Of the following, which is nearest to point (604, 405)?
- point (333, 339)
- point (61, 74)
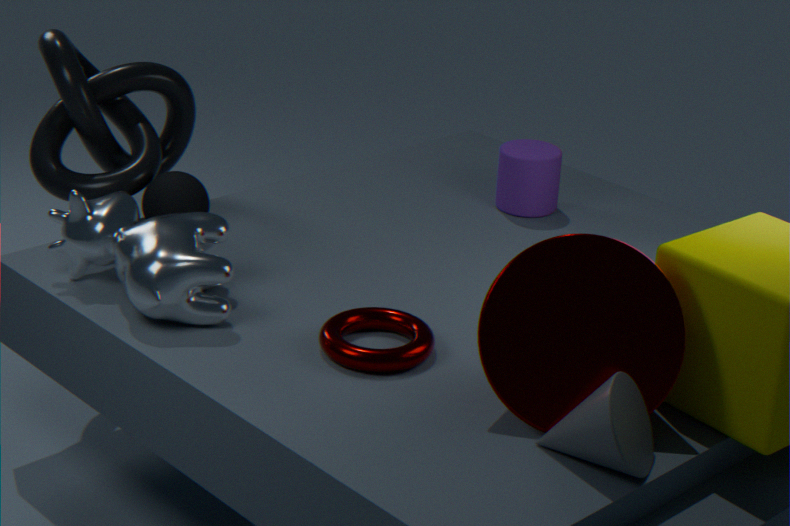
point (333, 339)
